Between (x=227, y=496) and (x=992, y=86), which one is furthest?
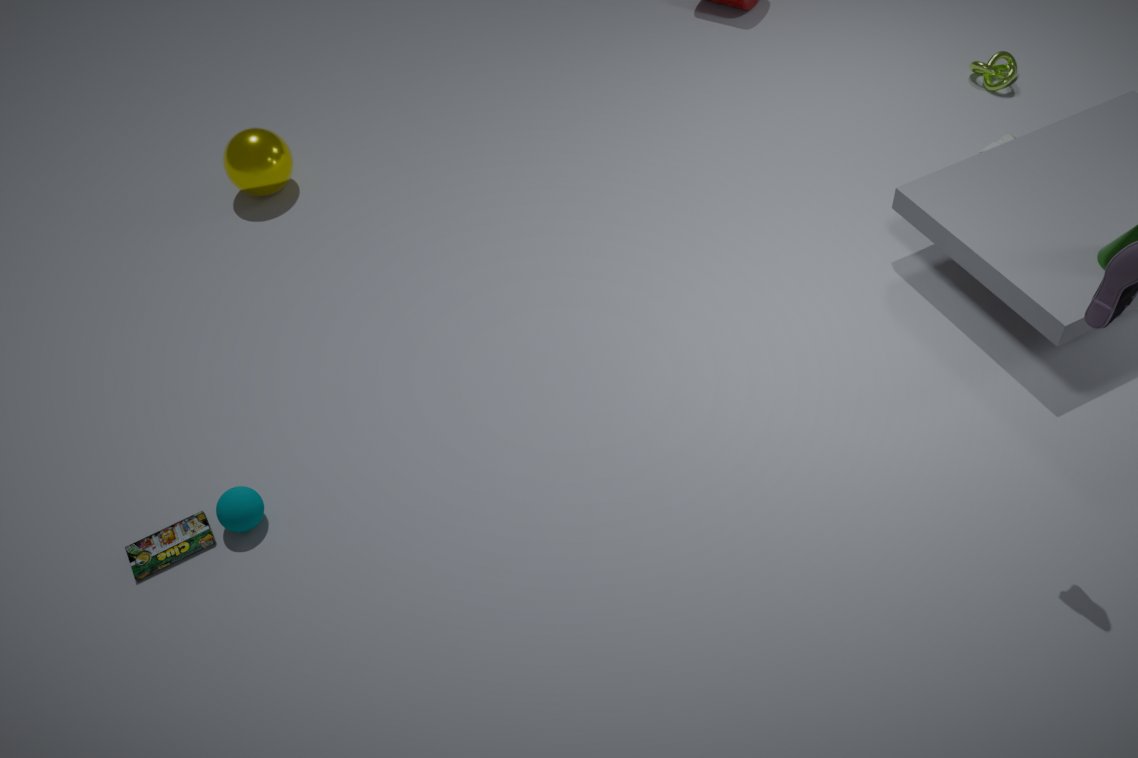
(x=992, y=86)
